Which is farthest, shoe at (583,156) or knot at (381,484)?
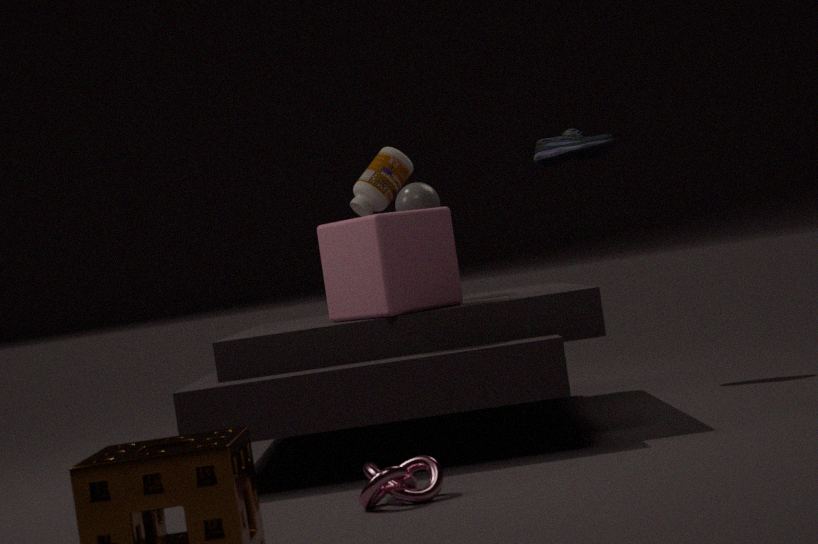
shoe at (583,156)
